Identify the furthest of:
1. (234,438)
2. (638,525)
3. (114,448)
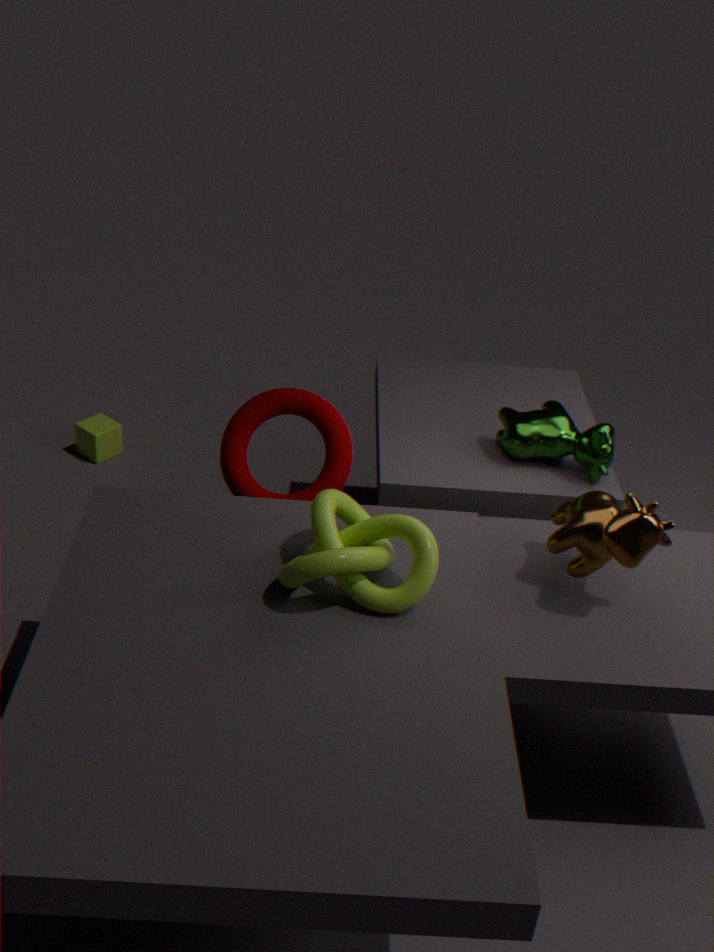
(114,448)
